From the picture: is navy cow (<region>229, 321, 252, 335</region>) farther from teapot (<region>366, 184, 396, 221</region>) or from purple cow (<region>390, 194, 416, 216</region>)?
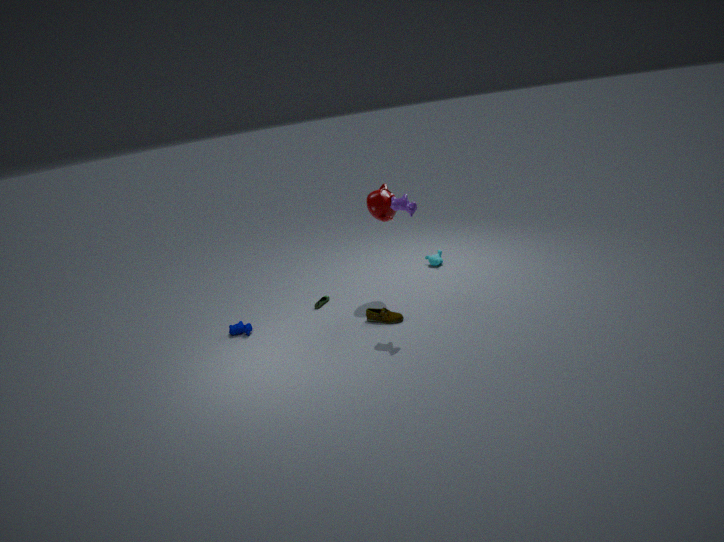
purple cow (<region>390, 194, 416, 216</region>)
